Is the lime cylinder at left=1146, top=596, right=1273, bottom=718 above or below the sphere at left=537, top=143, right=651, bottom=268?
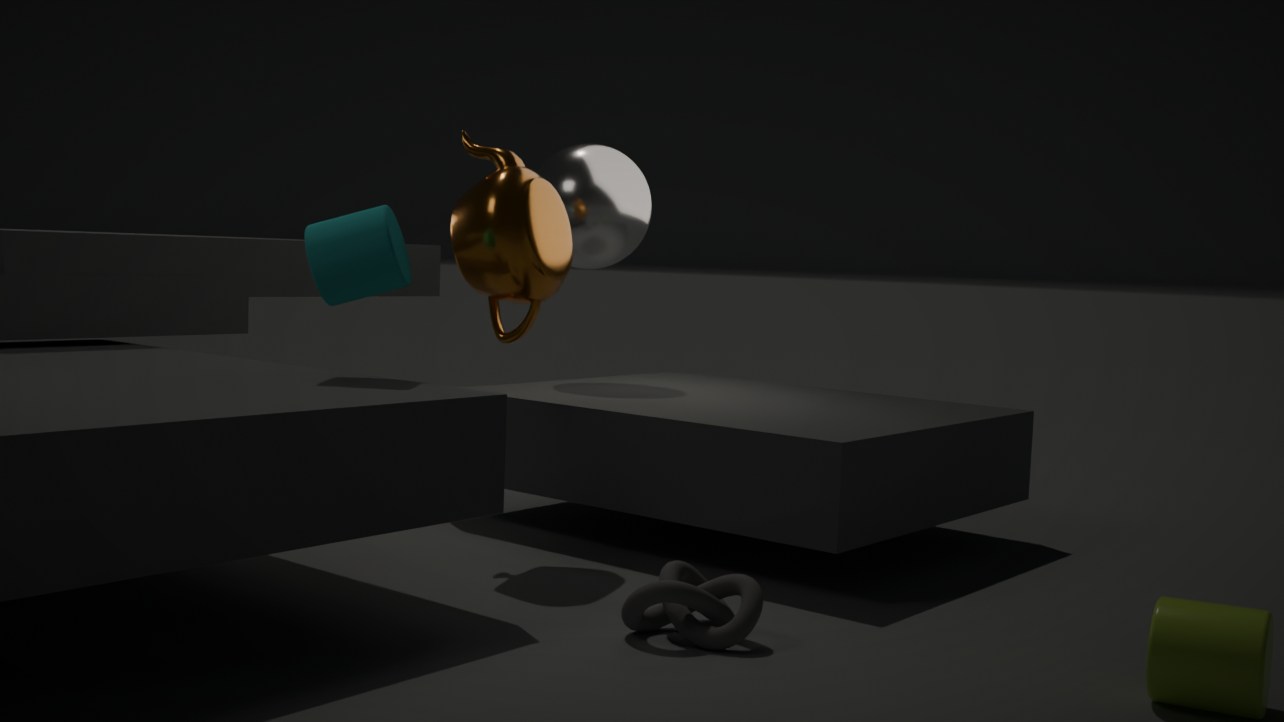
below
